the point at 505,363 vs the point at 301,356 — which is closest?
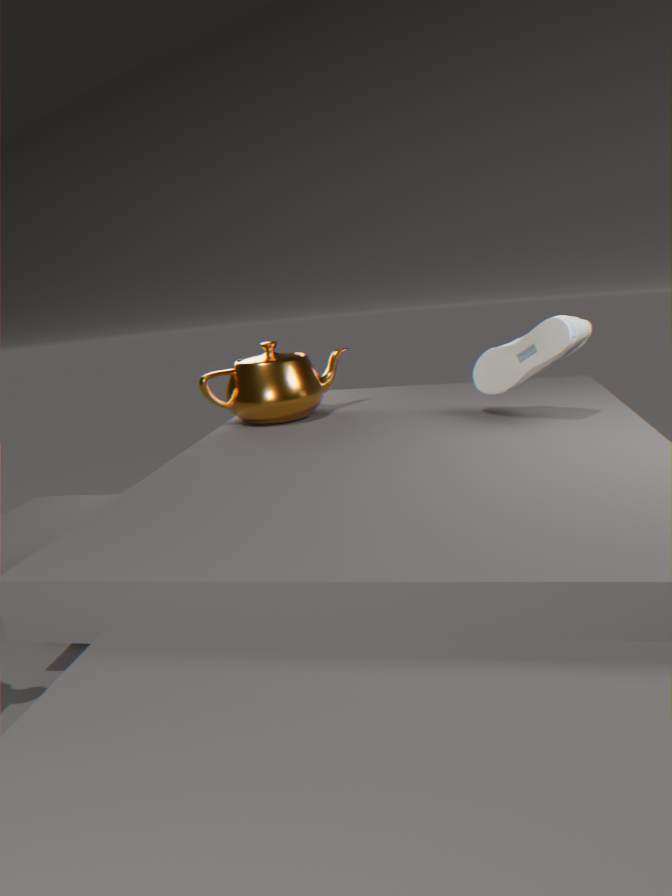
the point at 505,363
